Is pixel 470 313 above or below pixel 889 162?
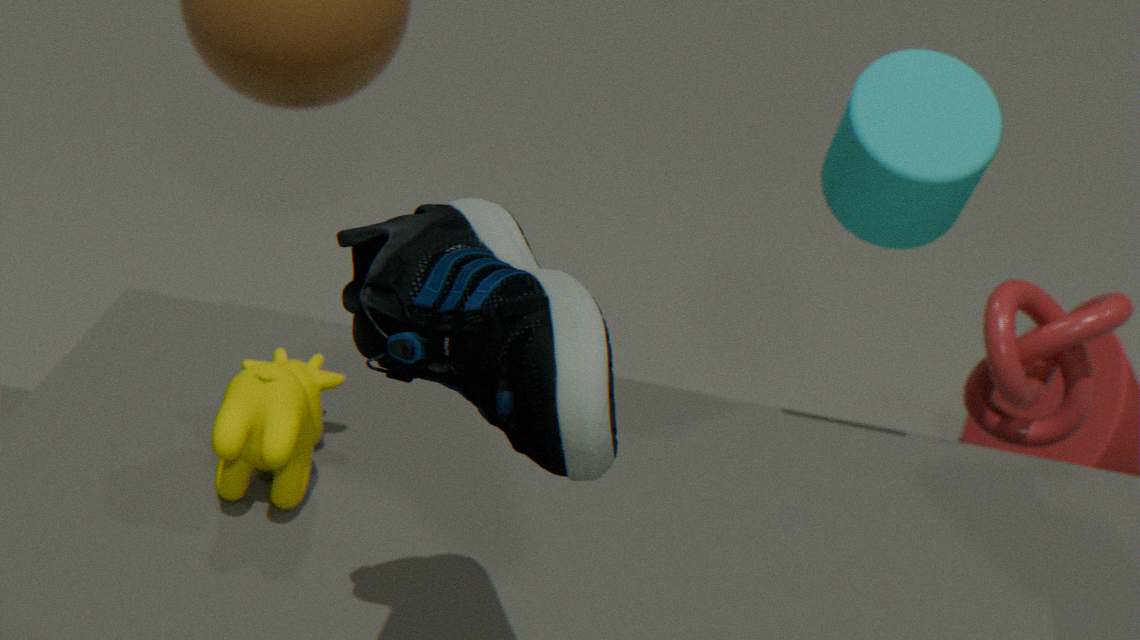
above
